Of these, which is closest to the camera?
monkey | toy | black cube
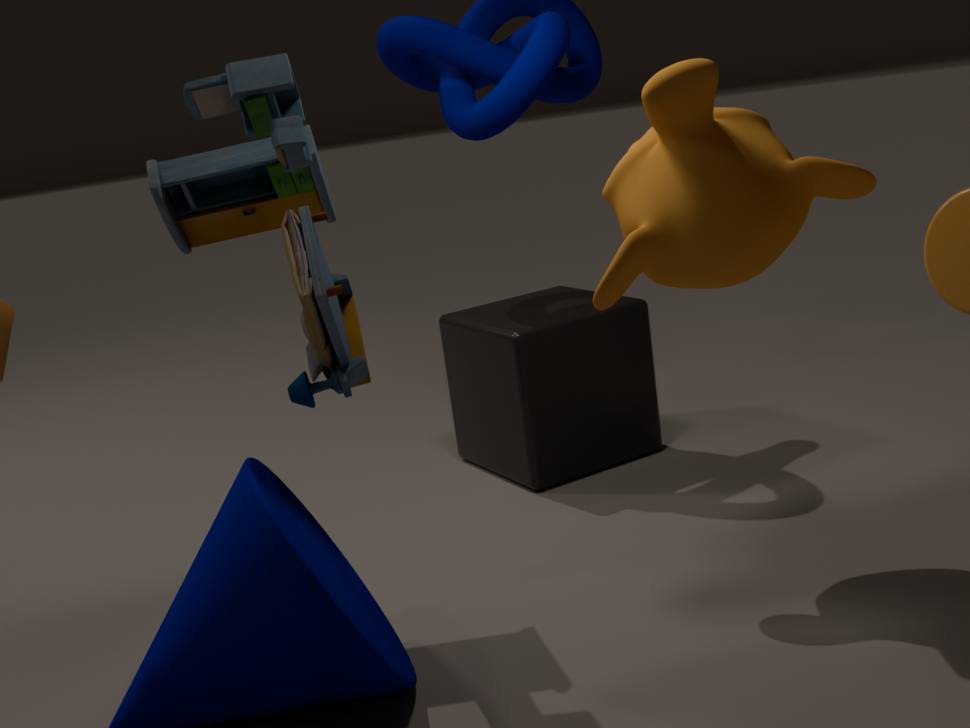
toy
